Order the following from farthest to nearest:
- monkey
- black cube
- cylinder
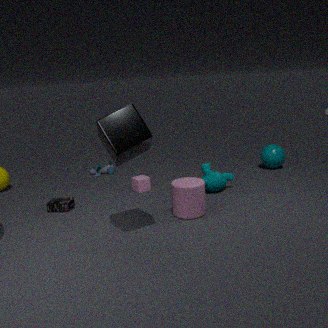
monkey, cylinder, black cube
